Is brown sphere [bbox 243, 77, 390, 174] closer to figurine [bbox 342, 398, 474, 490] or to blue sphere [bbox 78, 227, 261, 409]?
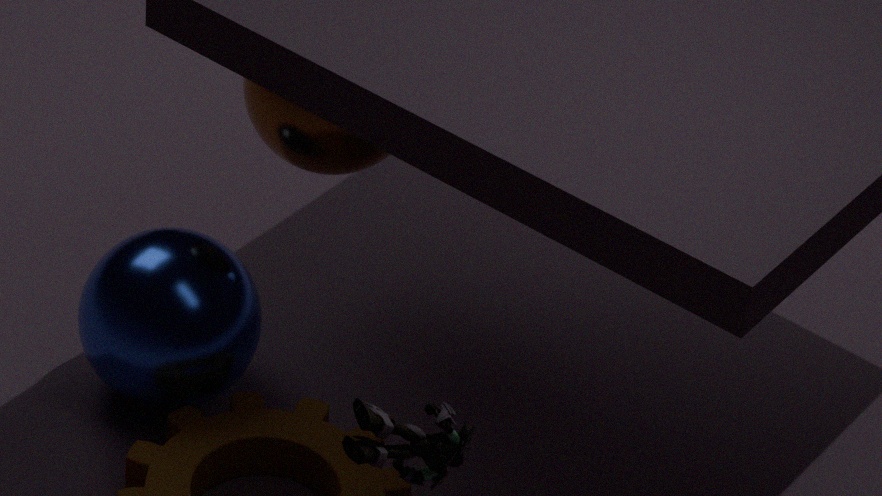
blue sphere [bbox 78, 227, 261, 409]
